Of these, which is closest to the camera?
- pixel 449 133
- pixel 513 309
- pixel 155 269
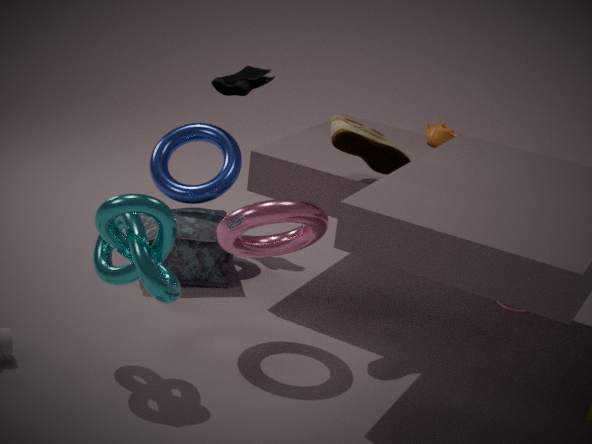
pixel 155 269
